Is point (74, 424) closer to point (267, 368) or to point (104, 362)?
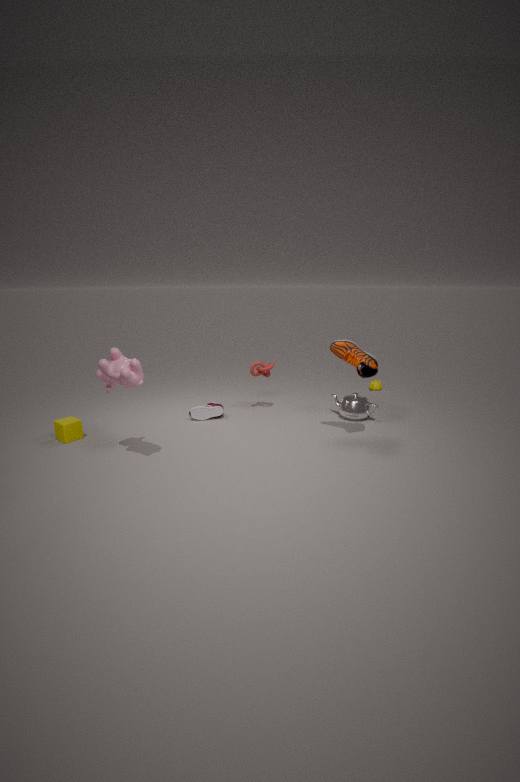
point (104, 362)
